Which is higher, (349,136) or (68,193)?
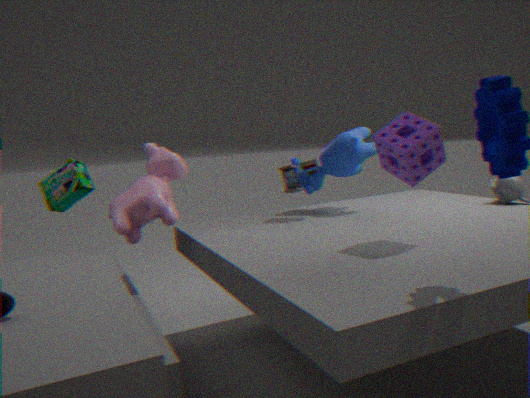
(349,136)
